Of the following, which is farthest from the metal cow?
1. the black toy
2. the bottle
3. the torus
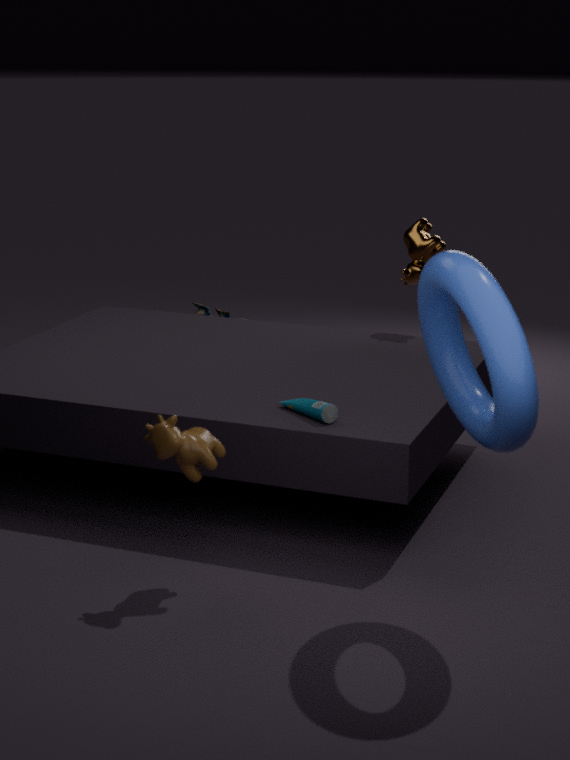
the black toy
